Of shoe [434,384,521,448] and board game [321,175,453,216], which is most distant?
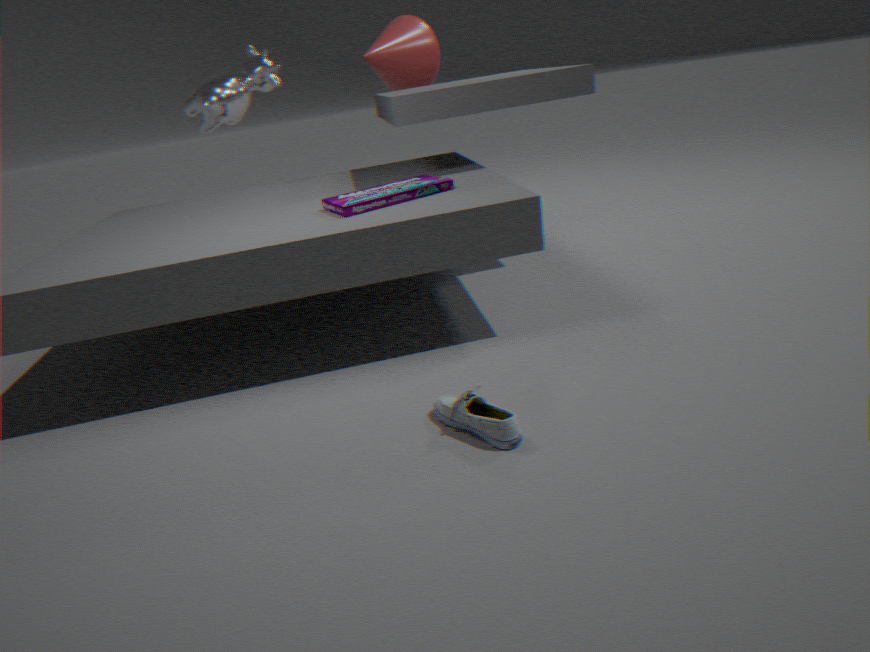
board game [321,175,453,216]
